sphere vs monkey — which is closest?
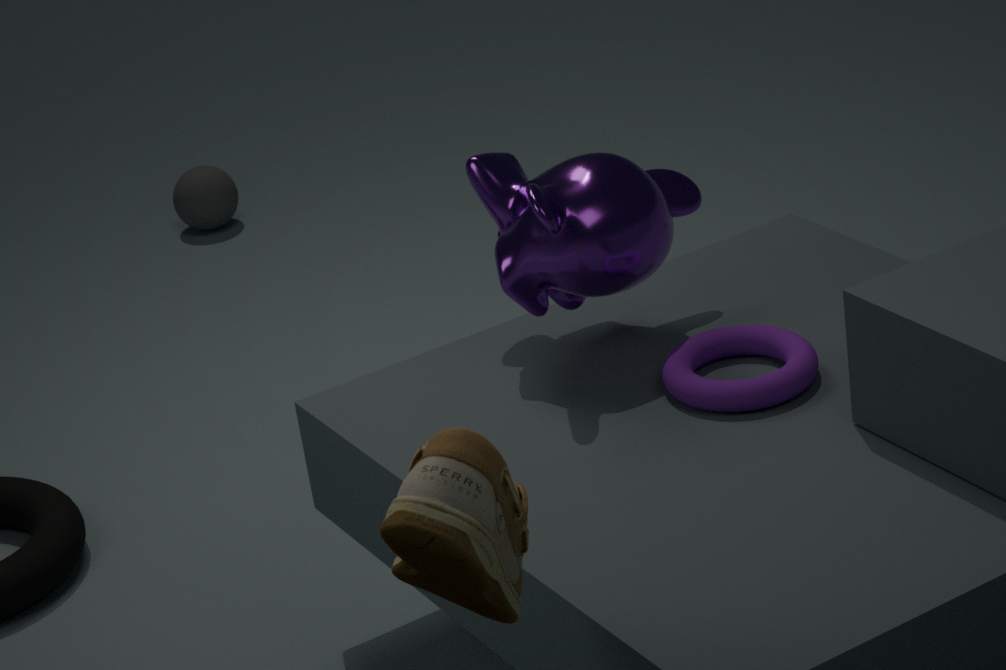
monkey
